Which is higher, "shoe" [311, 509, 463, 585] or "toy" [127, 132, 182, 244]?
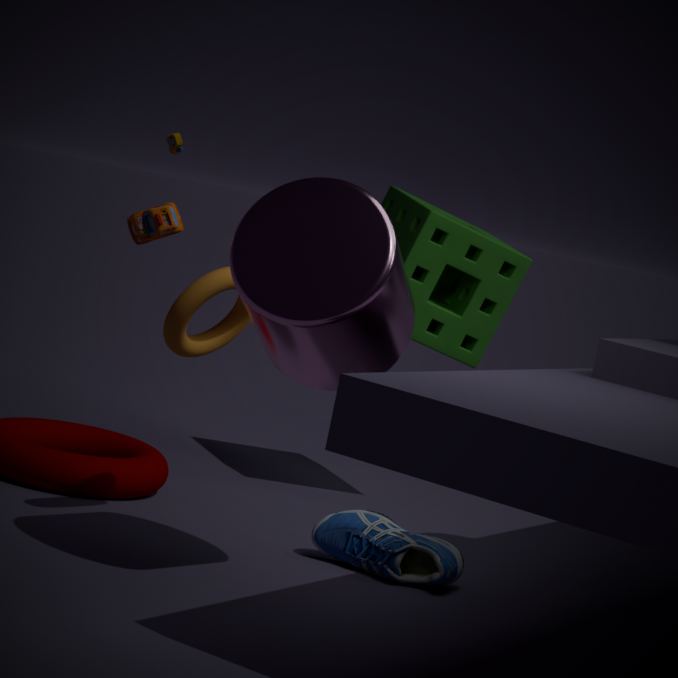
"toy" [127, 132, 182, 244]
